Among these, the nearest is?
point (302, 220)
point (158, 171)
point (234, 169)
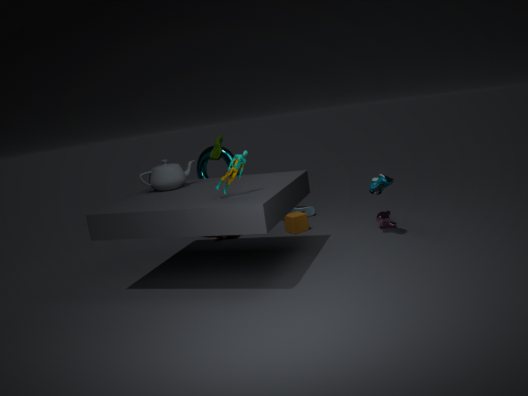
point (234, 169)
